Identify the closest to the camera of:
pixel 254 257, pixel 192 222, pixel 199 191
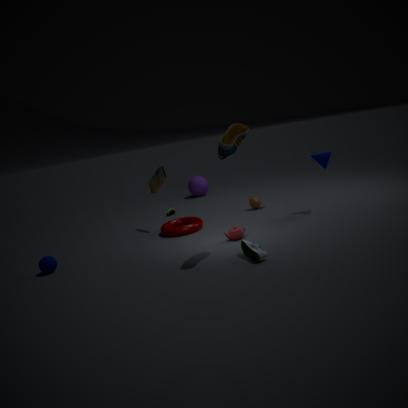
pixel 254 257
